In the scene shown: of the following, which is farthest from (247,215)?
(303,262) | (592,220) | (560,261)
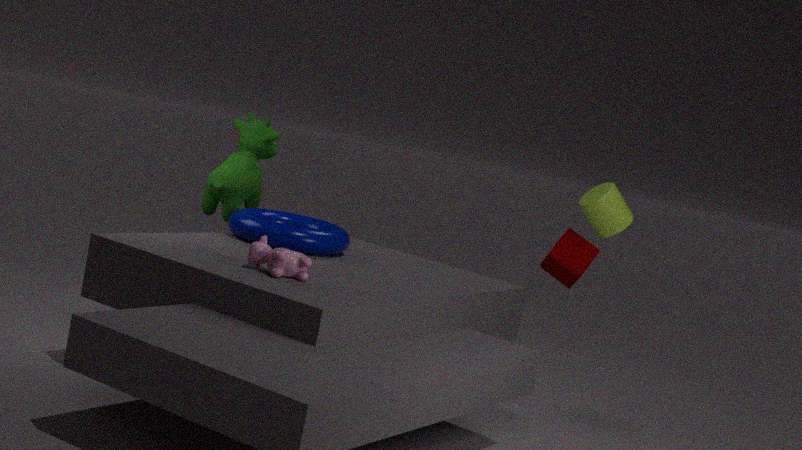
(592,220)
